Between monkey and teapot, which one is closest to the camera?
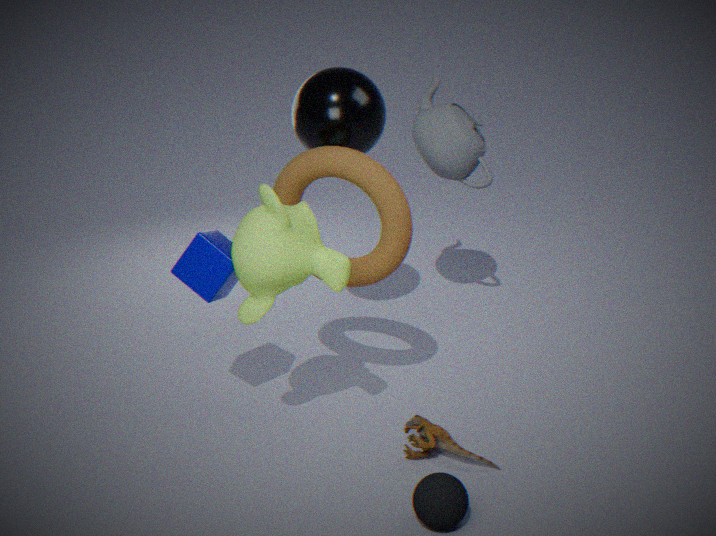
monkey
